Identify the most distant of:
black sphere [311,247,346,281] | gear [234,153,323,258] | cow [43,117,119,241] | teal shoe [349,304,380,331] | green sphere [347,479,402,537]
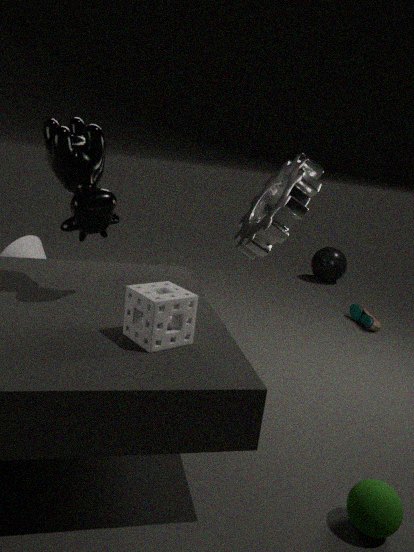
black sphere [311,247,346,281]
